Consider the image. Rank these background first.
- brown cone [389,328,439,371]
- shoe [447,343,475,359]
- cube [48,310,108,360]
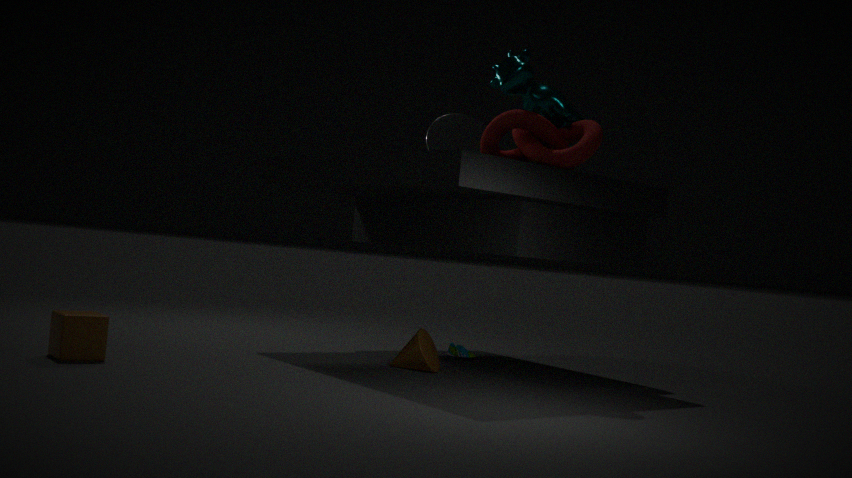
shoe [447,343,475,359] → brown cone [389,328,439,371] → cube [48,310,108,360]
